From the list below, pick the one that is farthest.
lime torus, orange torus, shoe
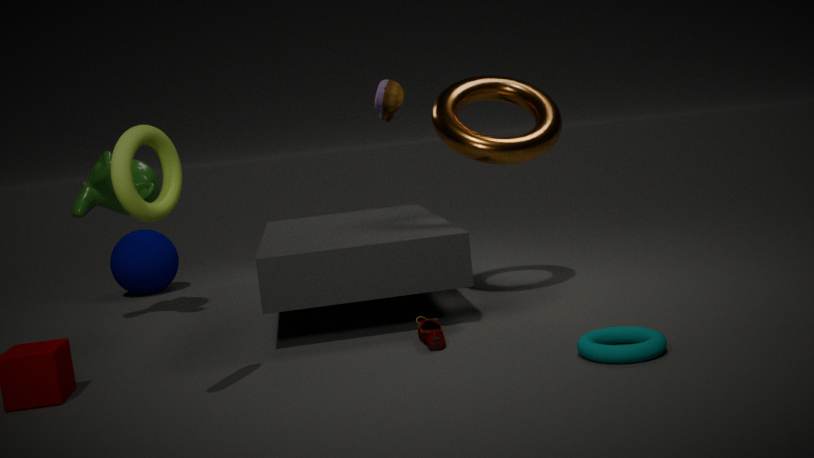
orange torus
